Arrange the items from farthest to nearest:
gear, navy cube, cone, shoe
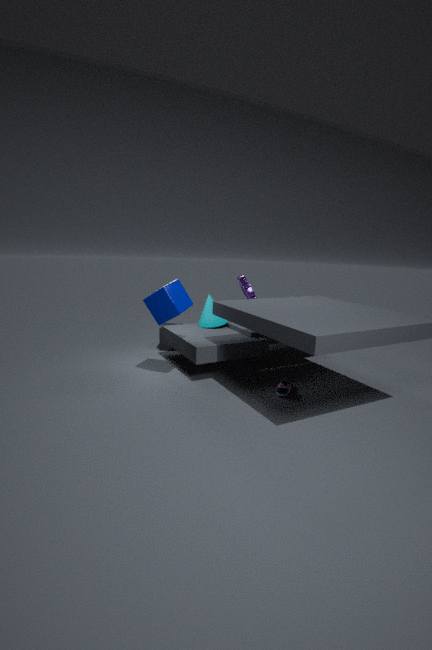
gear < cone < navy cube < shoe
